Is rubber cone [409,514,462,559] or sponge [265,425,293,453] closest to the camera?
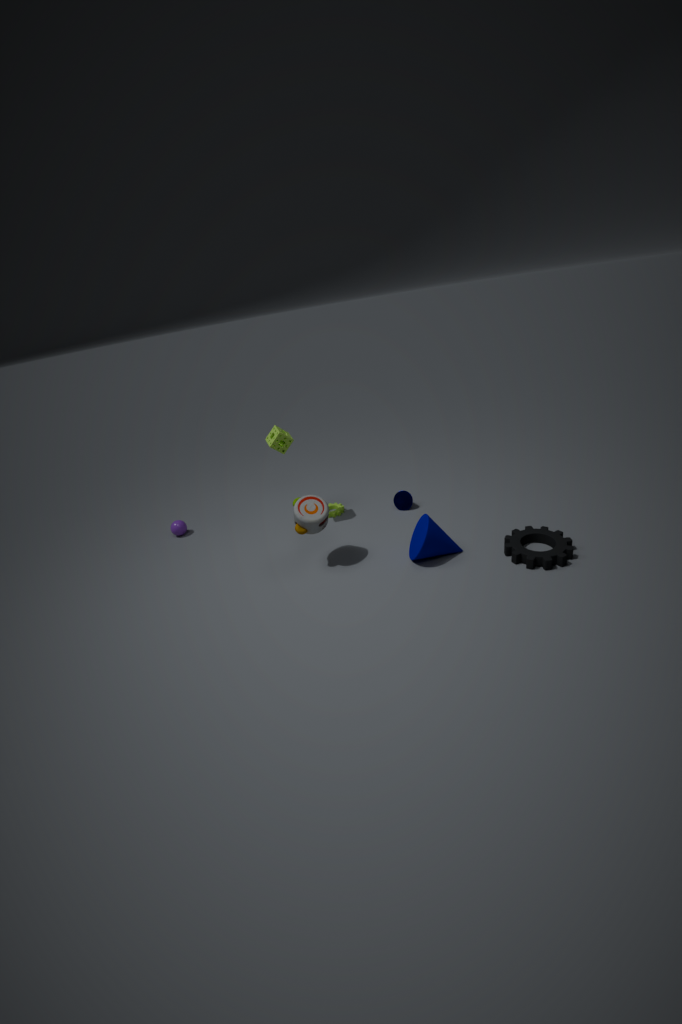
rubber cone [409,514,462,559]
